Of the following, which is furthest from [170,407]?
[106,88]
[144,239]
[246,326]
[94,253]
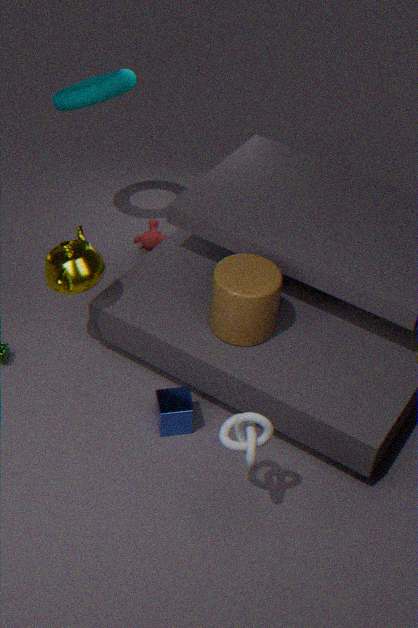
[106,88]
